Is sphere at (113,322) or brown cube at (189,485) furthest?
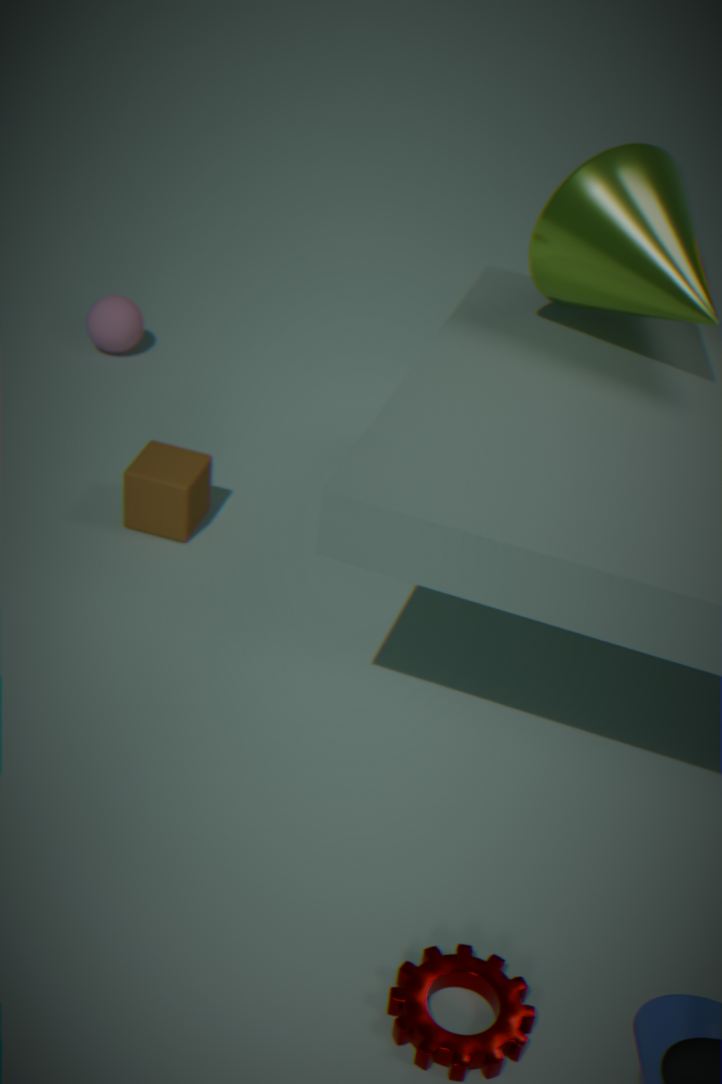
sphere at (113,322)
